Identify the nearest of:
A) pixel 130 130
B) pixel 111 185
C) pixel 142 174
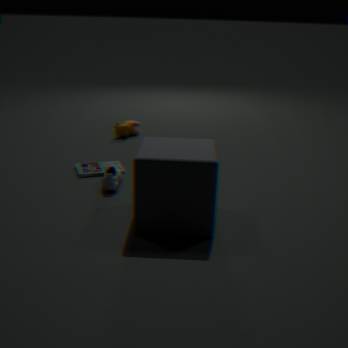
pixel 142 174
